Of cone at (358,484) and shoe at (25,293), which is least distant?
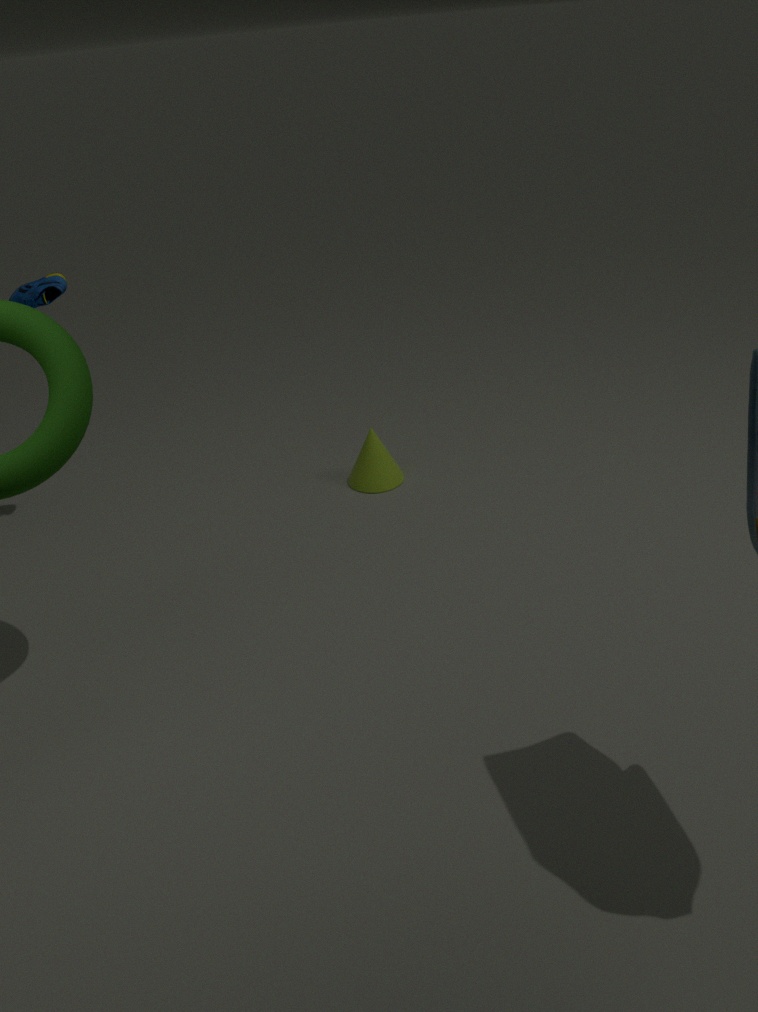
shoe at (25,293)
